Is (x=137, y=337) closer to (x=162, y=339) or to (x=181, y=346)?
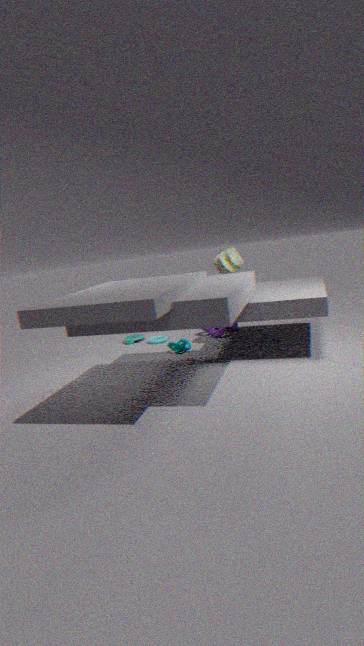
(x=162, y=339)
